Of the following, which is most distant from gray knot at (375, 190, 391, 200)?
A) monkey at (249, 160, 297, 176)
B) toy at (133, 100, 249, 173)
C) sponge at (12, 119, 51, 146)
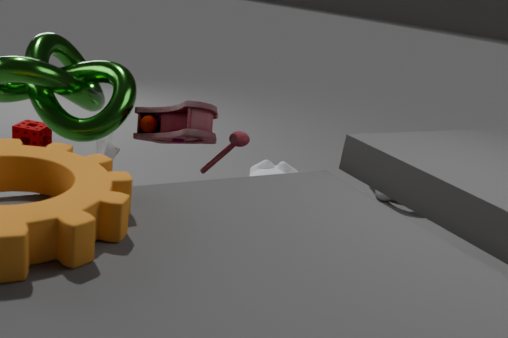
sponge at (12, 119, 51, 146)
